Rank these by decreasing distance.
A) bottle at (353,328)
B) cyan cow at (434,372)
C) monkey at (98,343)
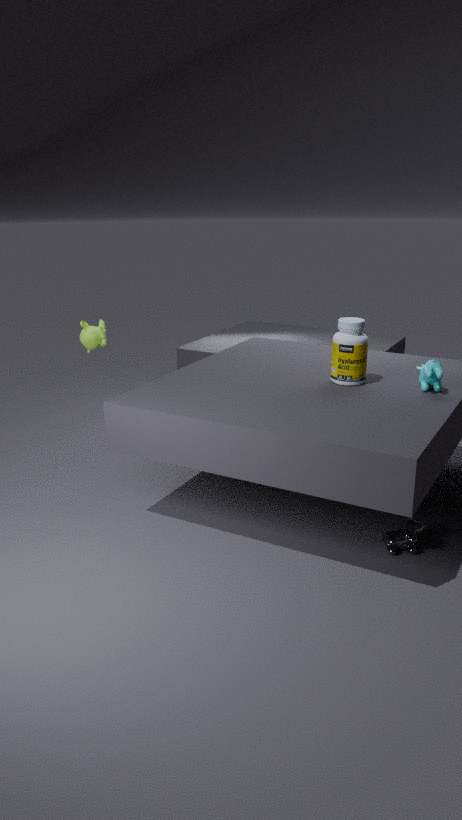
C. monkey at (98,343), A. bottle at (353,328), B. cyan cow at (434,372)
